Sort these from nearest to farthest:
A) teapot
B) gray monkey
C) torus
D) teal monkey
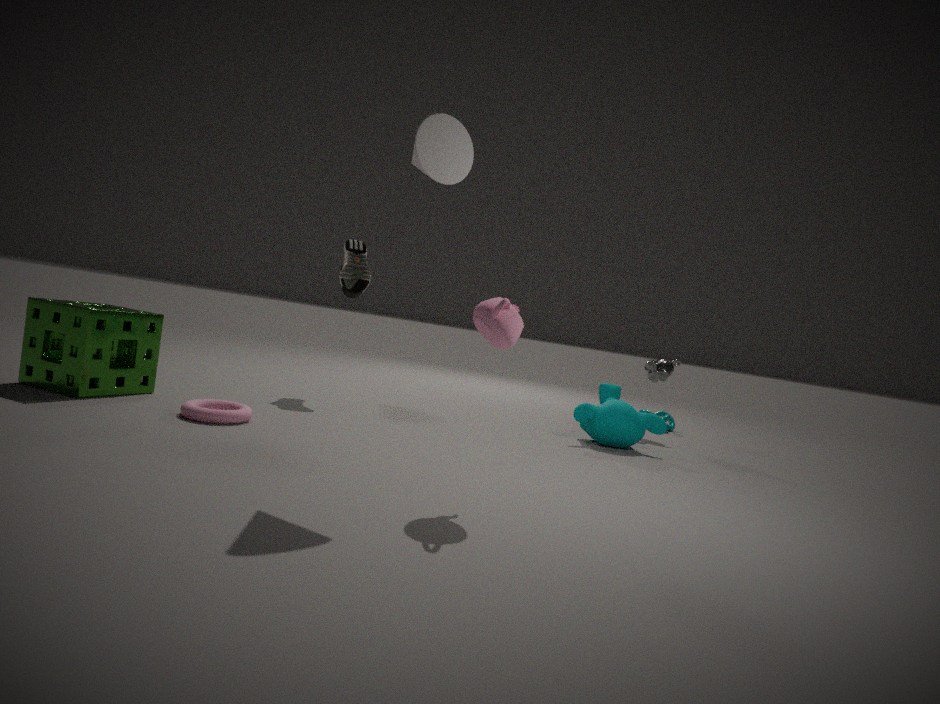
teapot
torus
teal monkey
gray monkey
